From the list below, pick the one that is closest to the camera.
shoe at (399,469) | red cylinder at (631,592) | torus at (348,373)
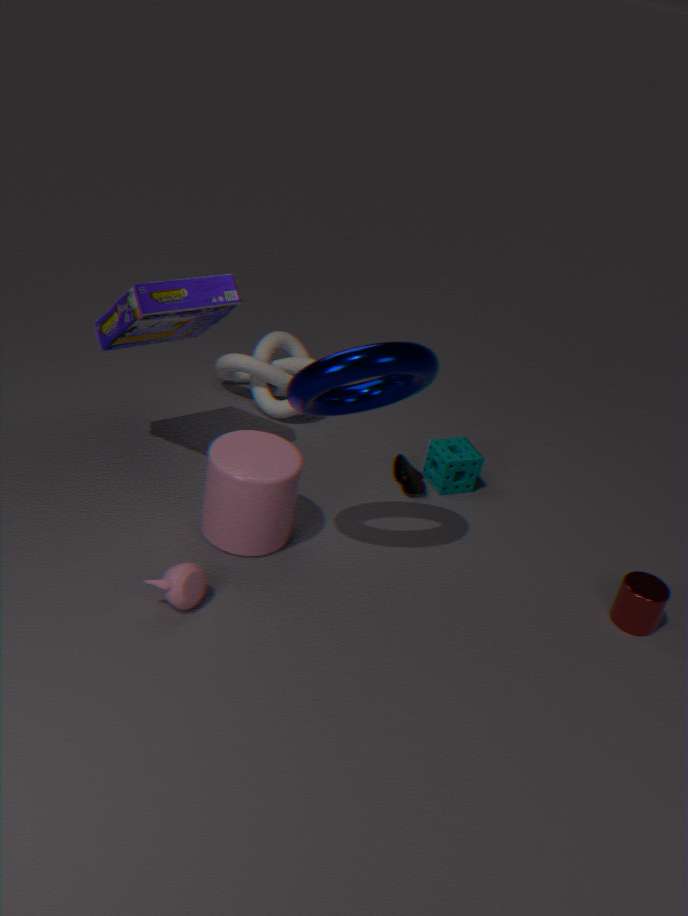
torus at (348,373)
